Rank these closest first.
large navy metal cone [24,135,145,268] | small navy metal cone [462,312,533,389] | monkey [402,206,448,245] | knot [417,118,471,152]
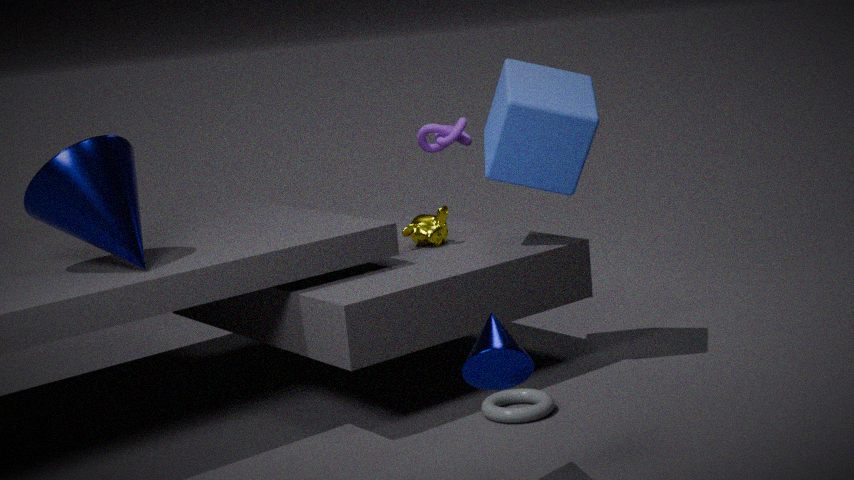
small navy metal cone [462,312,533,389] → large navy metal cone [24,135,145,268] → monkey [402,206,448,245] → knot [417,118,471,152]
